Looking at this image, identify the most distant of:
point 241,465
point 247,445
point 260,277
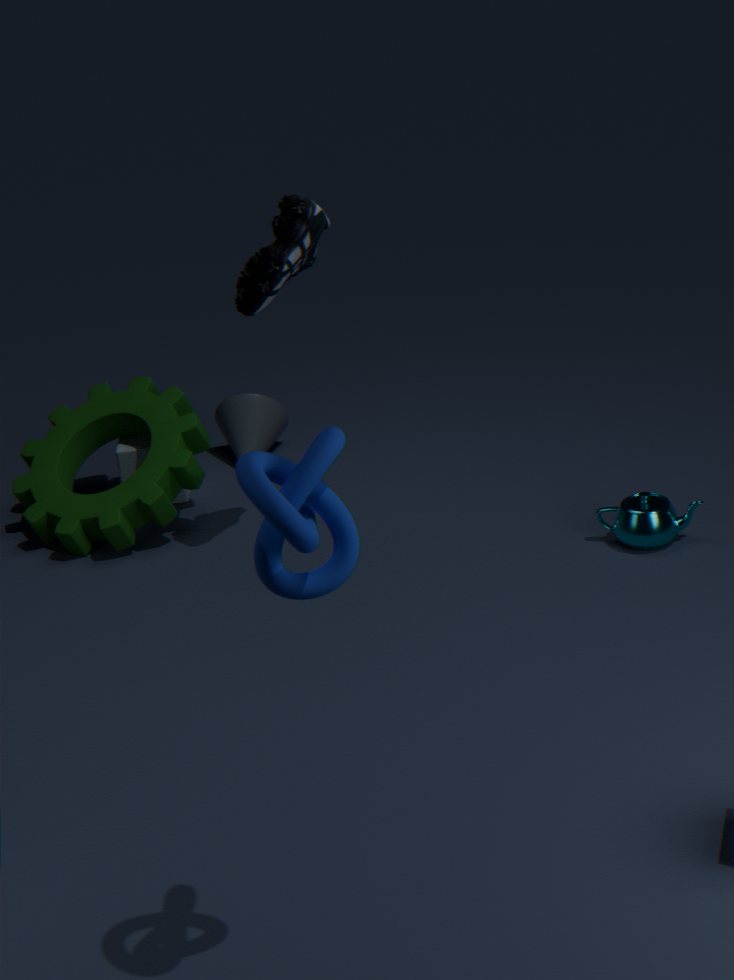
point 247,445
